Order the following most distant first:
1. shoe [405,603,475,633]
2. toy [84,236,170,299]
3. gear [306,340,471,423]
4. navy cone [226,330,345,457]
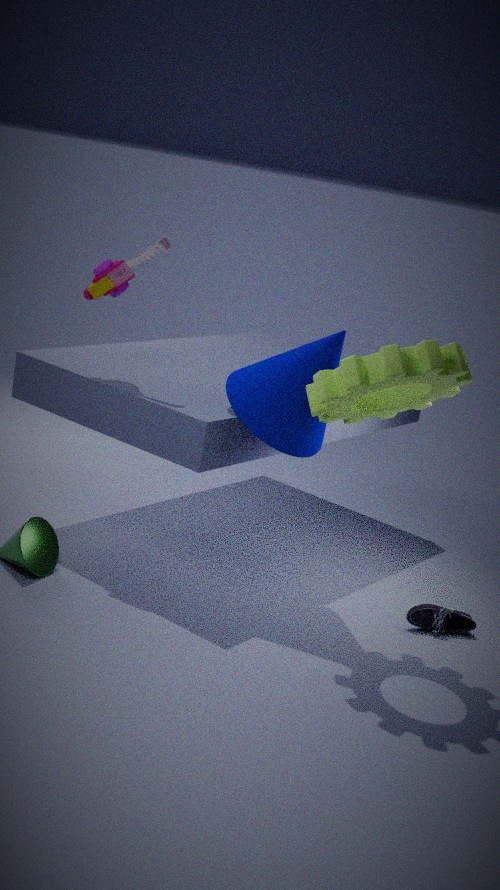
1. shoe [405,603,475,633]
2. toy [84,236,170,299]
3. navy cone [226,330,345,457]
4. gear [306,340,471,423]
